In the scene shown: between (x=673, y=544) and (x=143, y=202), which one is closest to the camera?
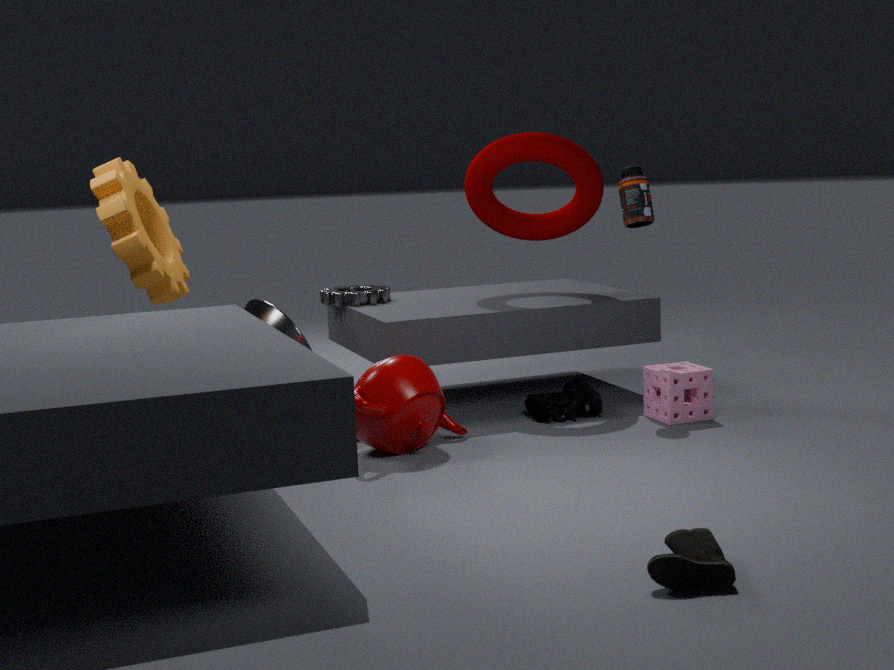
(x=673, y=544)
